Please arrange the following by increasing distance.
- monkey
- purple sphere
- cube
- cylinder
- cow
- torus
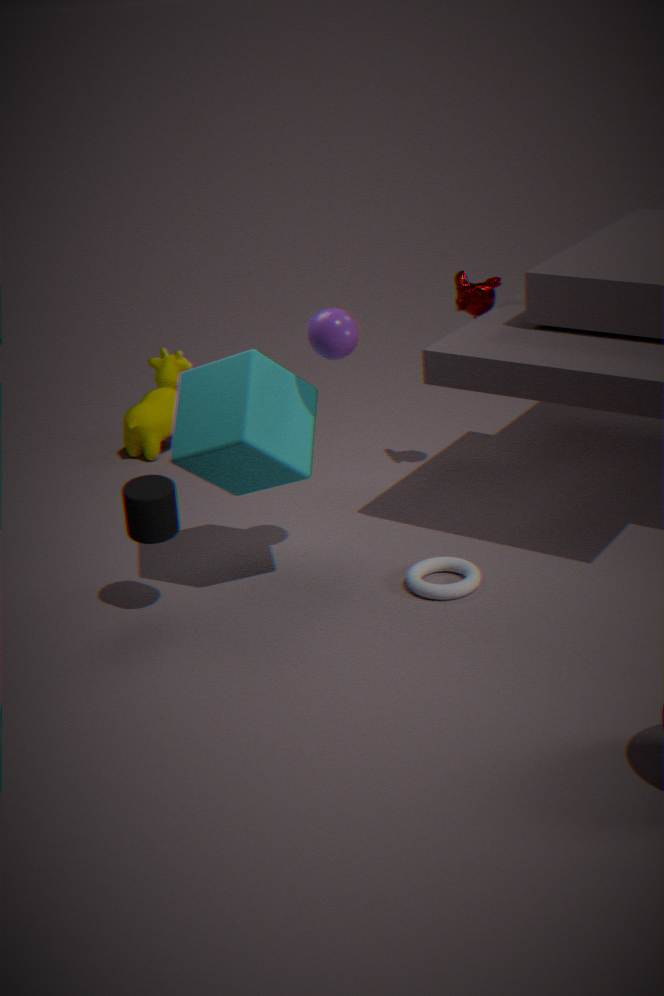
cube < cylinder < purple sphere < torus < monkey < cow
